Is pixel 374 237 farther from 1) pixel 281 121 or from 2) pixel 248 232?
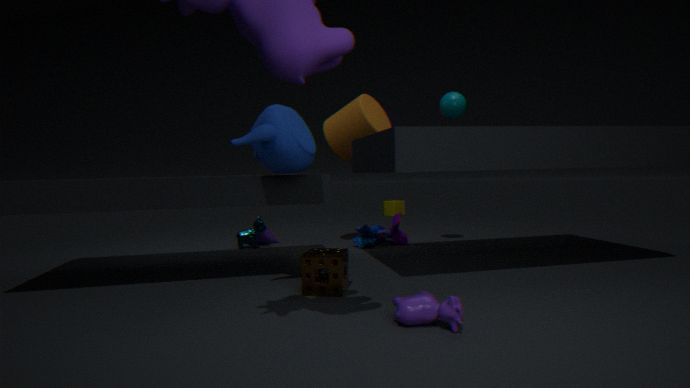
1) pixel 281 121
